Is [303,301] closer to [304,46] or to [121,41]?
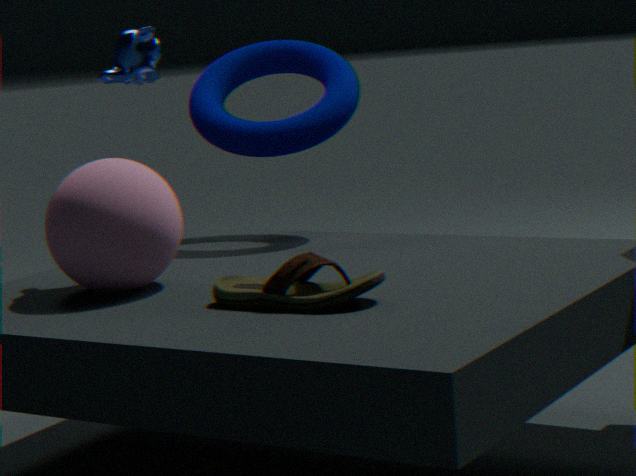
[121,41]
